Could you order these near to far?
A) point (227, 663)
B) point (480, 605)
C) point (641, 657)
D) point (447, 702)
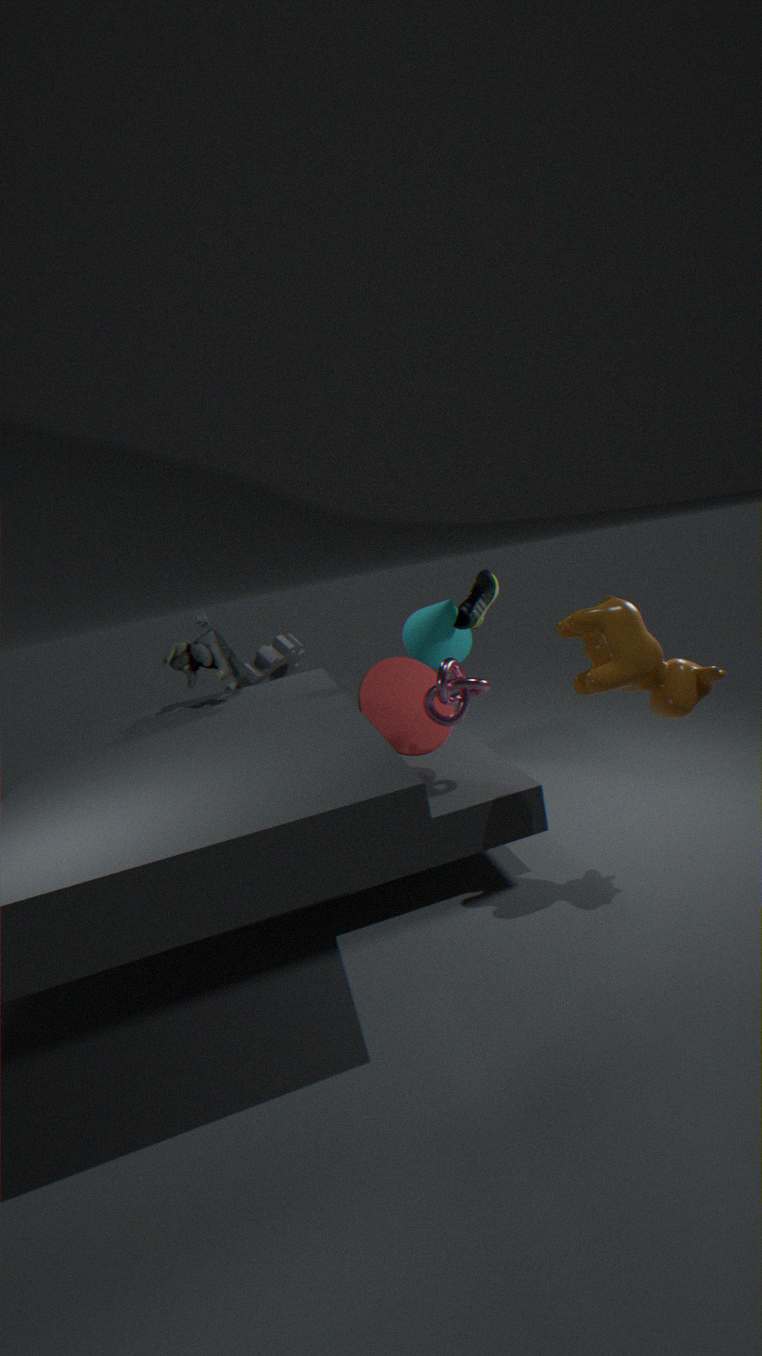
point (641, 657) < point (447, 702) < point (227, 663) < point (480, 605)
